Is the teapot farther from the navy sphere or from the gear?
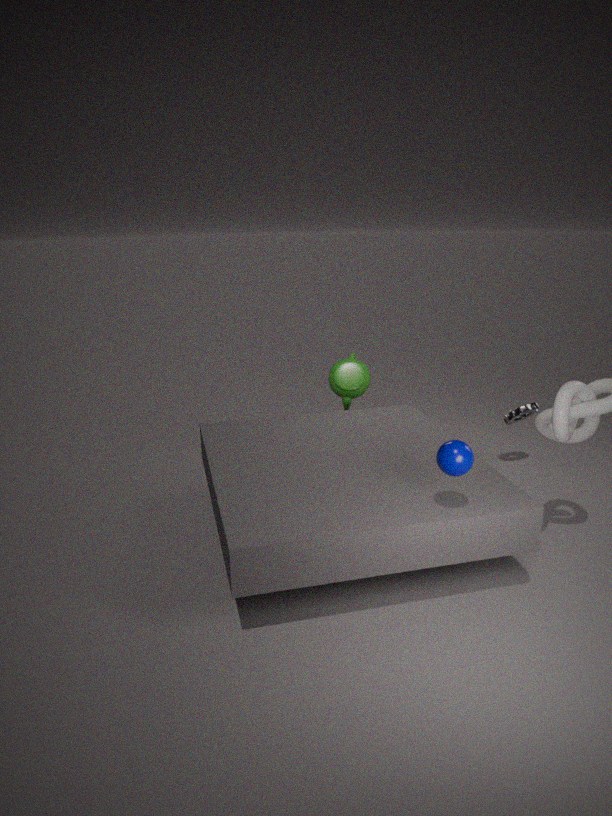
the navy sphere
